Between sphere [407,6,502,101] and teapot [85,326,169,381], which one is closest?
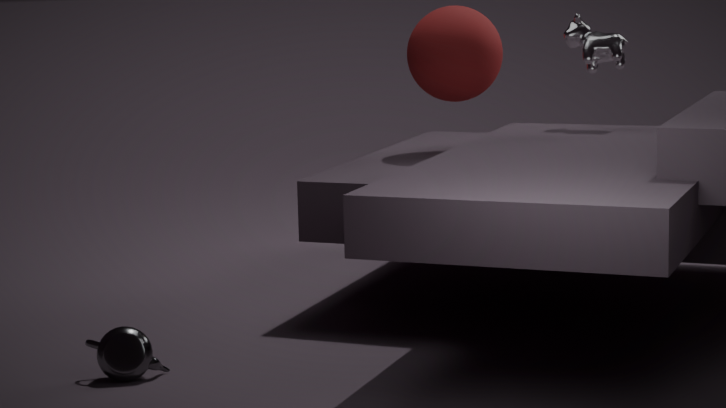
teapot [85,326,169,381]
